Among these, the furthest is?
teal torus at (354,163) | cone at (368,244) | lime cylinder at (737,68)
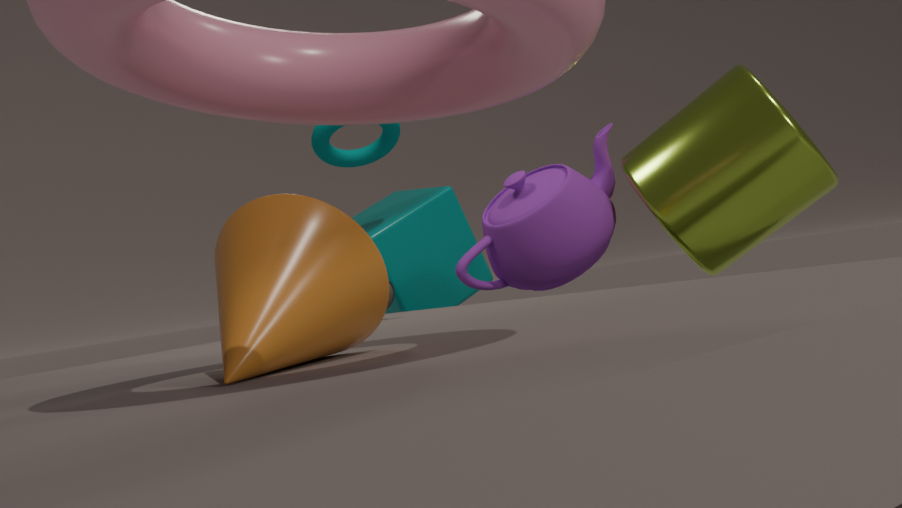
teal torus at (354,163)
